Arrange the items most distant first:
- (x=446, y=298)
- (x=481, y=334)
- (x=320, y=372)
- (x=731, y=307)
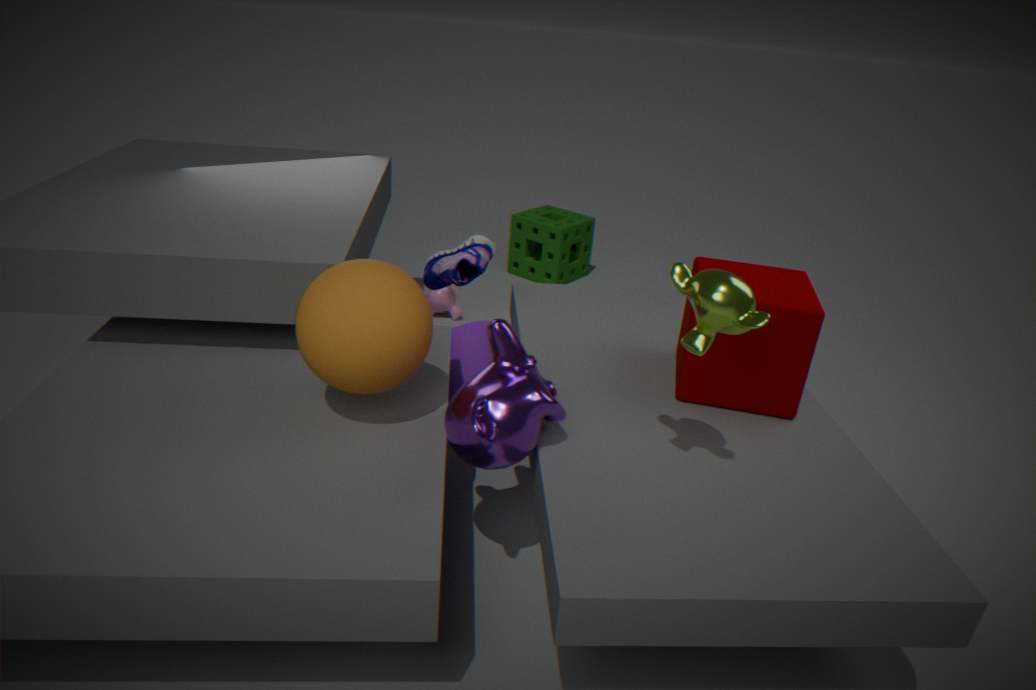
(x=446, y=298)
(x=481, y=334)
(x=320, y=372)
(x=731, y=307)
